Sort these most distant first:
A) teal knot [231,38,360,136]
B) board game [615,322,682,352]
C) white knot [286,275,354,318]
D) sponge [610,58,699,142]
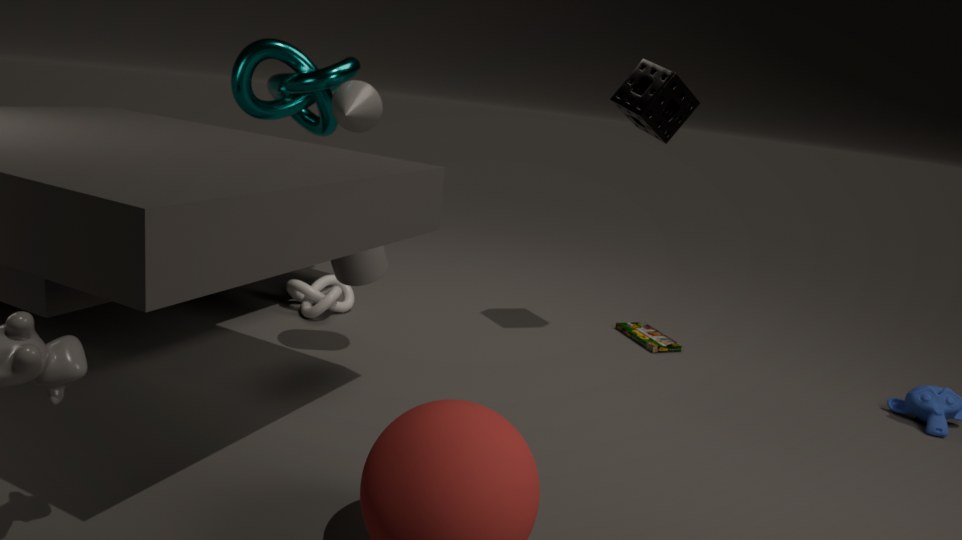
teal knot [231,38,360,136], board game [615,322,682,352], white knot [286,275,354,318], sponge [610,58,699,142]
